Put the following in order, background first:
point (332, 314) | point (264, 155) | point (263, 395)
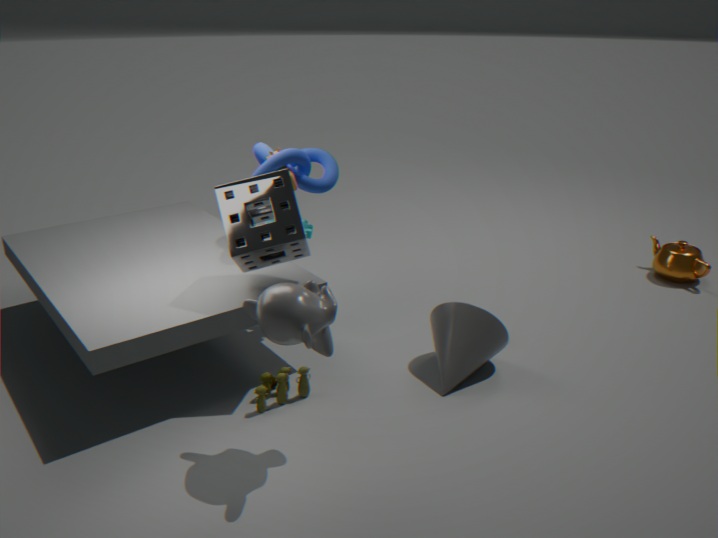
point (264, 155)
point (263, 395)
point (332, 314)
